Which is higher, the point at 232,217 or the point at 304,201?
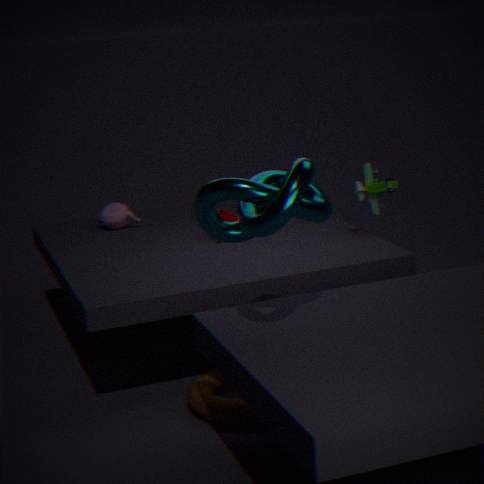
the point at 304,201
